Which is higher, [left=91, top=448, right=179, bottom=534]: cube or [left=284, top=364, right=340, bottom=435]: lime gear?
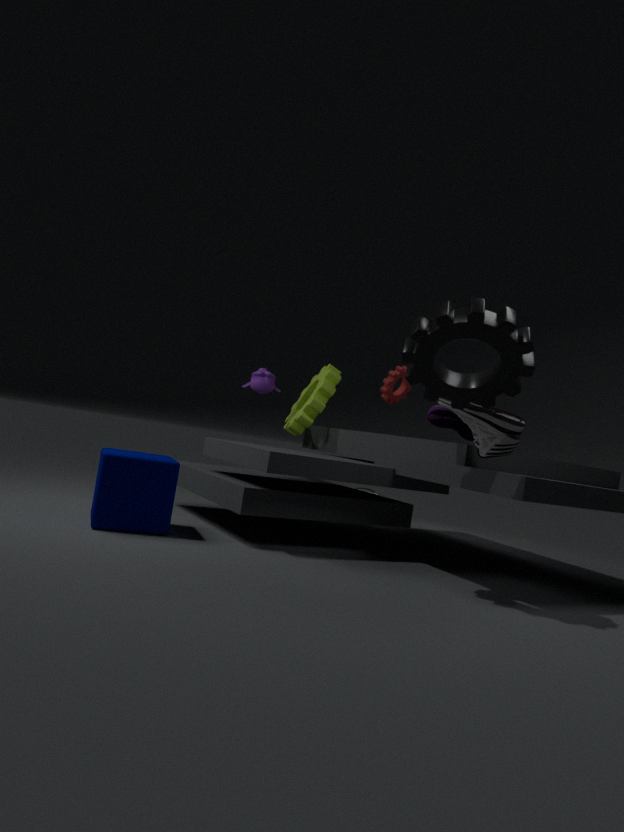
[left=284, top=364, right=340, bottom=435]: lime gear
